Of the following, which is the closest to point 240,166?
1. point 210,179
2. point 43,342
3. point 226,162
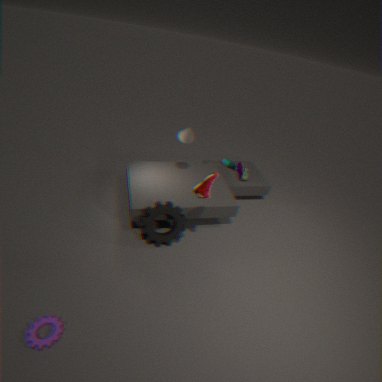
point 226,162
